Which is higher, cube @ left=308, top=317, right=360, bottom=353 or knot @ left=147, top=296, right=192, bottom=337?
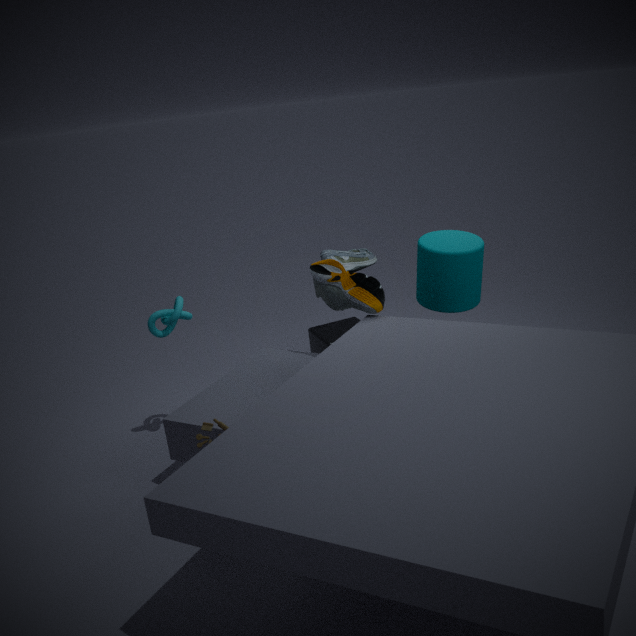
knot @ left=147, top=296, right=192, bottom=337
